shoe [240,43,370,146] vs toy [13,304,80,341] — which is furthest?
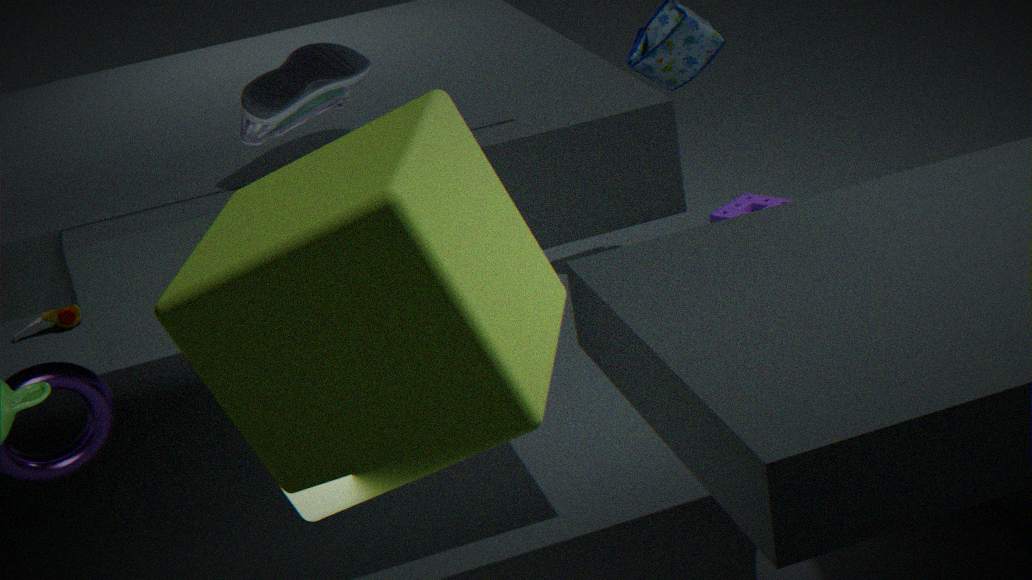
toy [13,304,80,341]
